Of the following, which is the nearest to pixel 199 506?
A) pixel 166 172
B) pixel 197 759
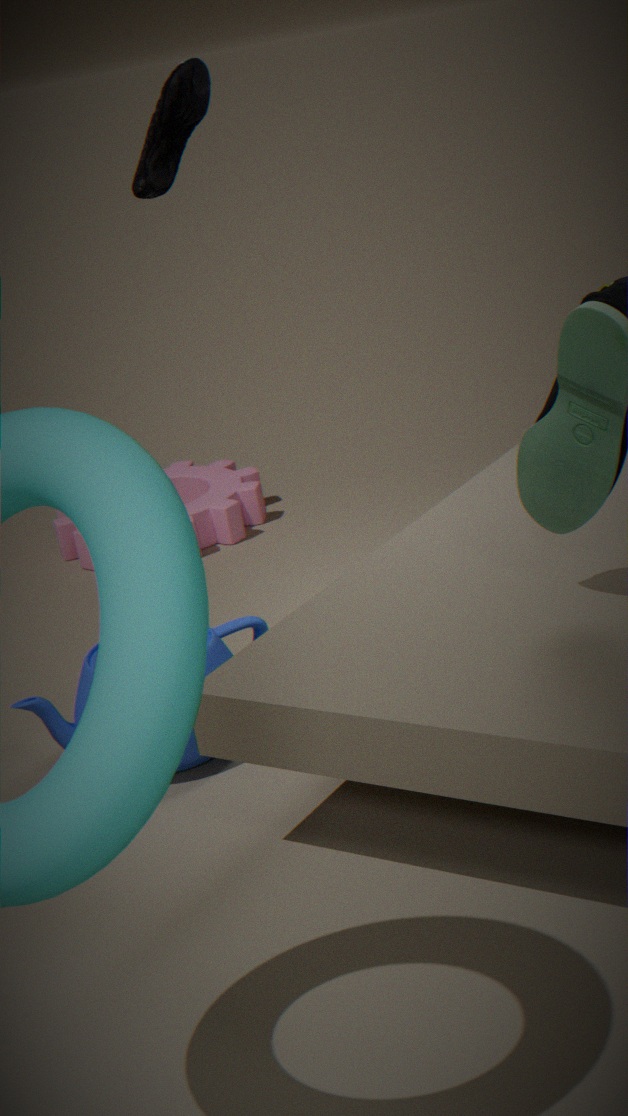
pixel 197 759
